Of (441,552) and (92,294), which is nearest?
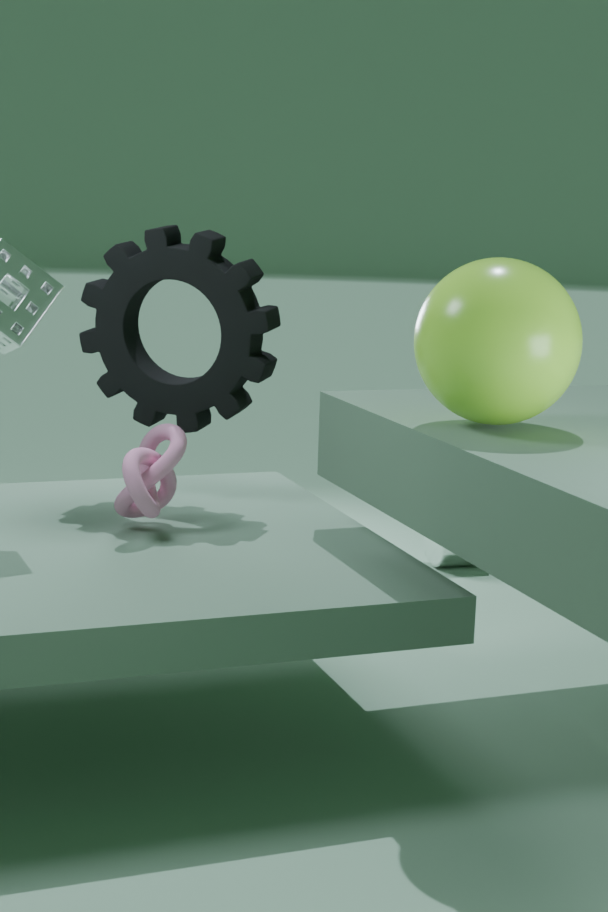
(92,294)
